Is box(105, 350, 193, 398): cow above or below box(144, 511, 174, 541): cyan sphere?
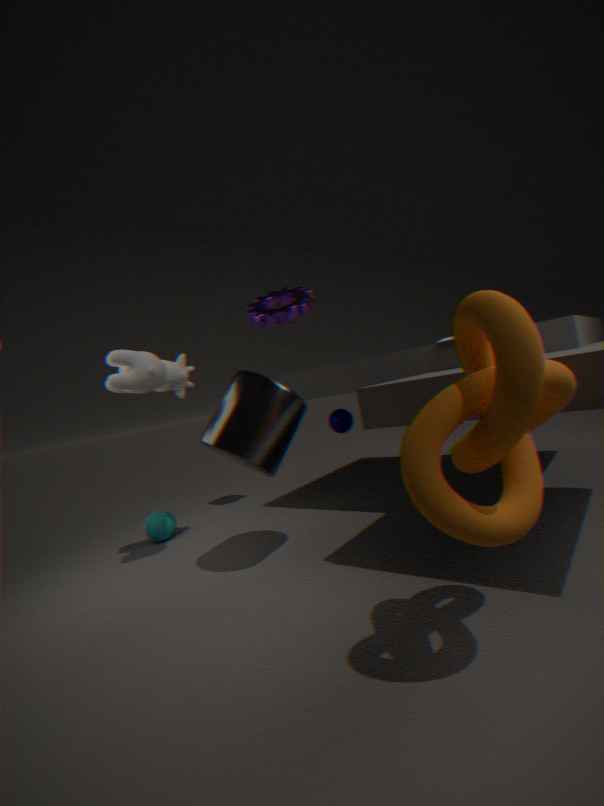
above
